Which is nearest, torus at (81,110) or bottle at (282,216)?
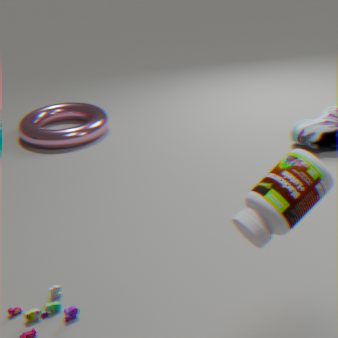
bottle at (282,216)
